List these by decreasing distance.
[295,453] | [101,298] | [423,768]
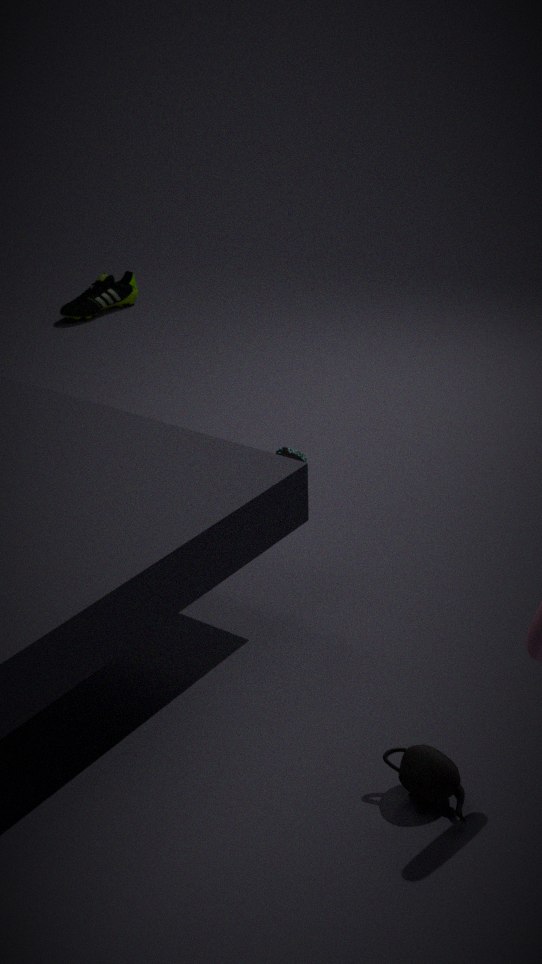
[101,298] → [295,453] → [423,768]
